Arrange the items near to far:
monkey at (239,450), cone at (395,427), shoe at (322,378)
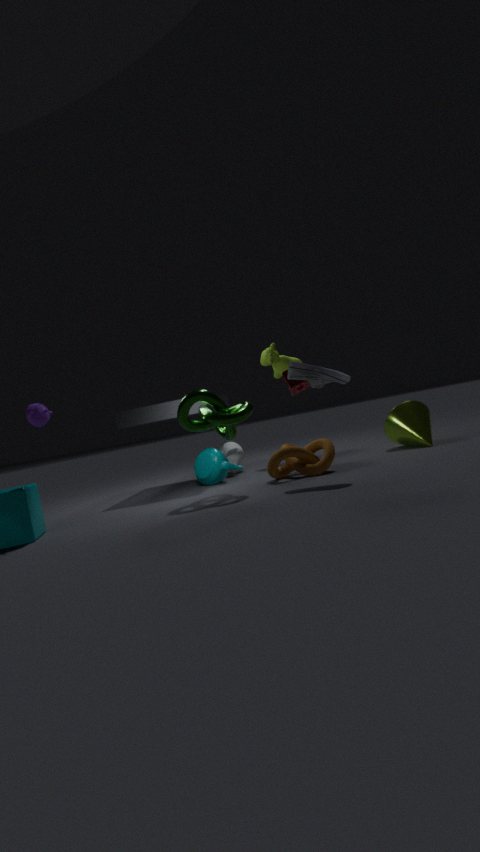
shoe at (322,378), cone at (395,427), monkey at (239,450)
